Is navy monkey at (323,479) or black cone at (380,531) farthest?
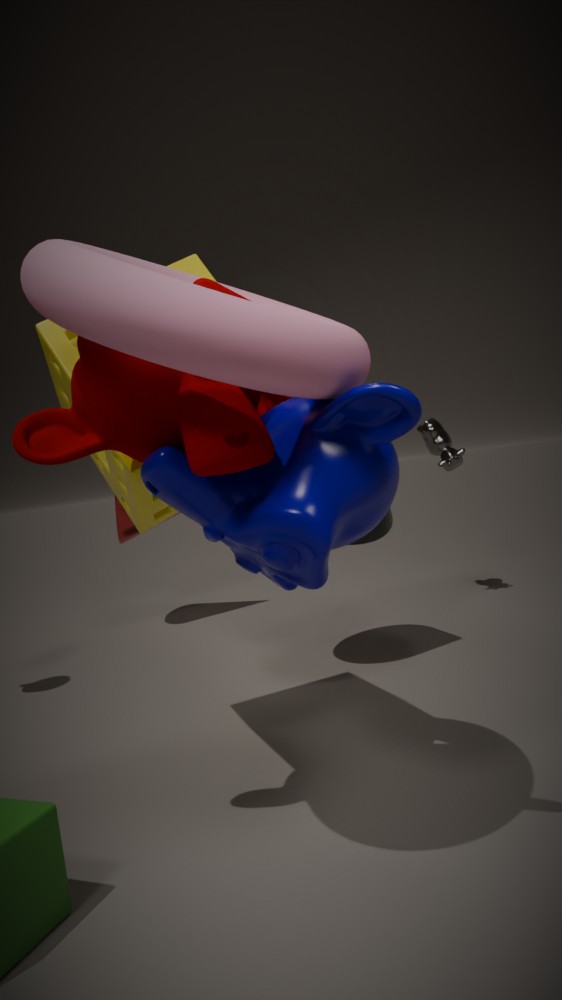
black cone at (380,531)
